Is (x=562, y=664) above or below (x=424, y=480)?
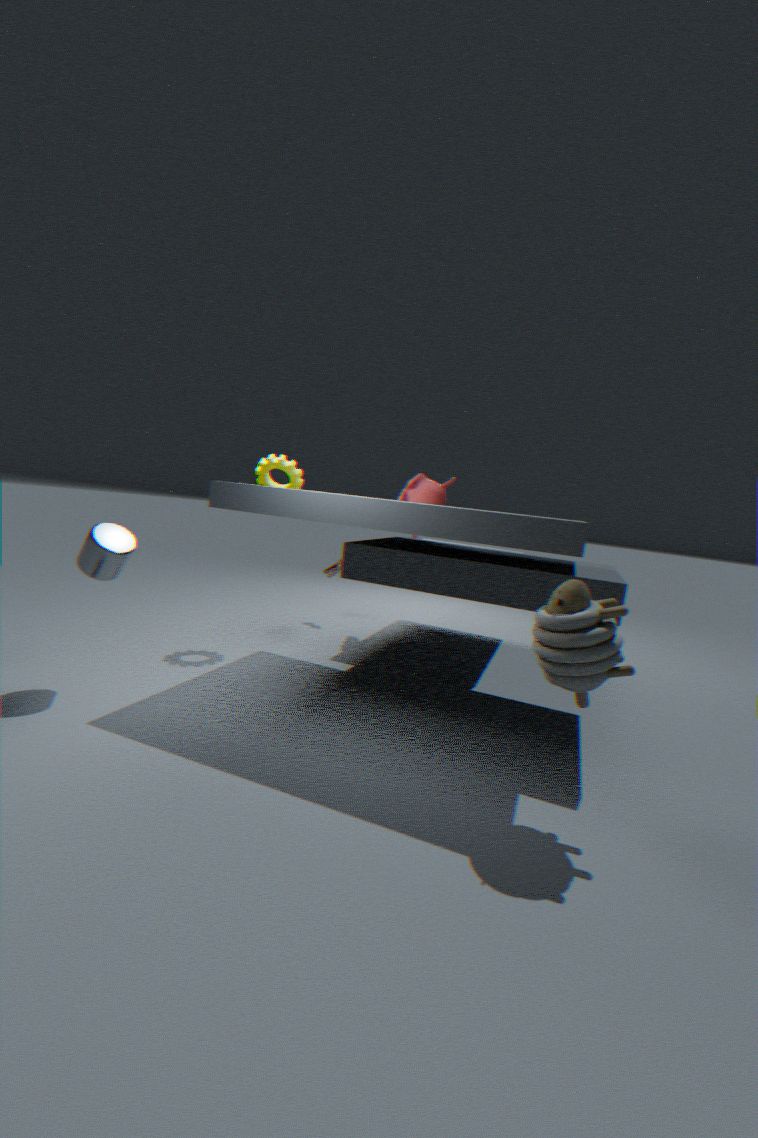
below
